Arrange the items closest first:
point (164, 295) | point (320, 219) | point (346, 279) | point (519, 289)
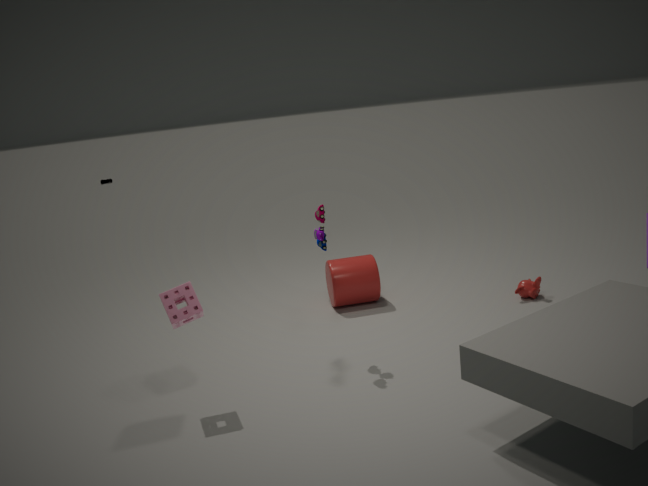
point (164, 295), point (320, 219), point (519, 289), point (346, 279)
